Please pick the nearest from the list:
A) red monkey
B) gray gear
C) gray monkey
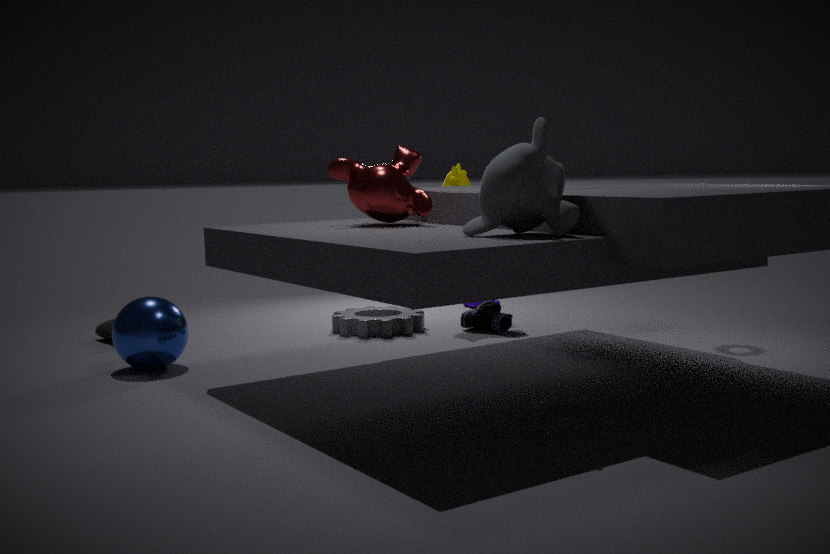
gray monkey
